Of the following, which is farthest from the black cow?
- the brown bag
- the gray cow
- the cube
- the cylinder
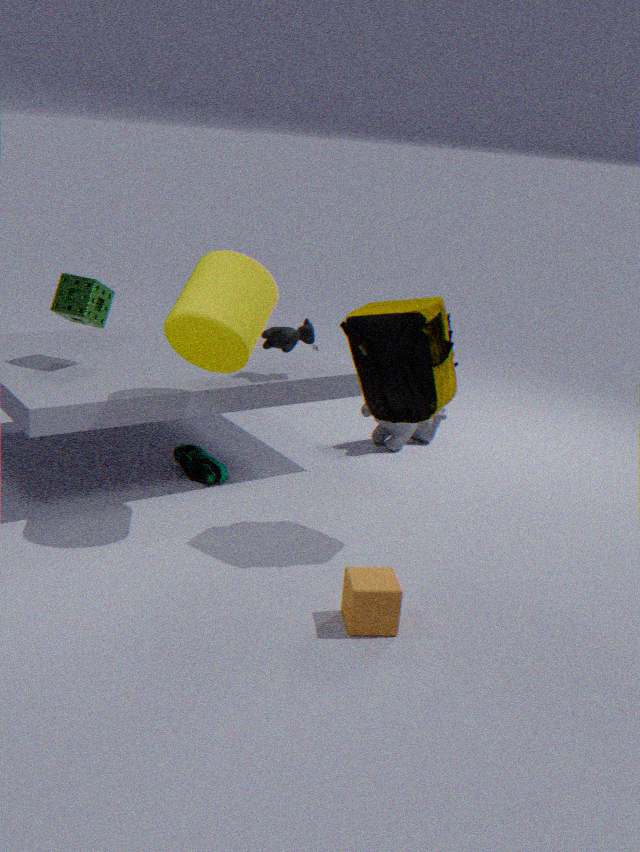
the cube
